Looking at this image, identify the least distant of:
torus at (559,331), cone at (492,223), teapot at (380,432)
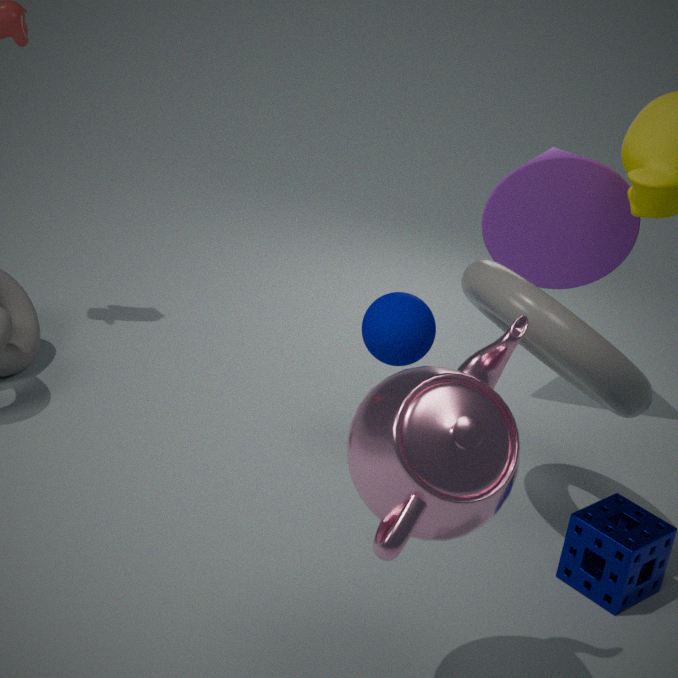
teapot at (380,432)
